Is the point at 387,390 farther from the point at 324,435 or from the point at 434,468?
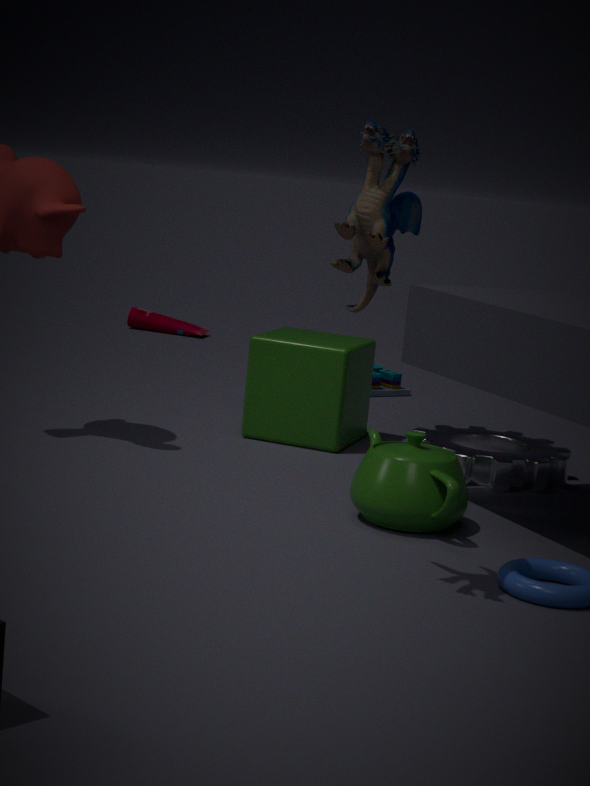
the point at 434,468
